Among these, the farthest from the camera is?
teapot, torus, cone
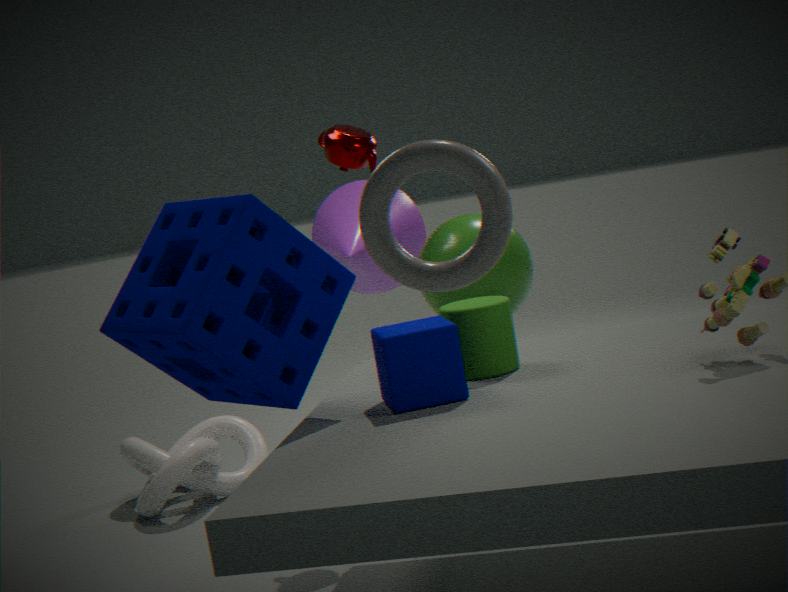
cone
